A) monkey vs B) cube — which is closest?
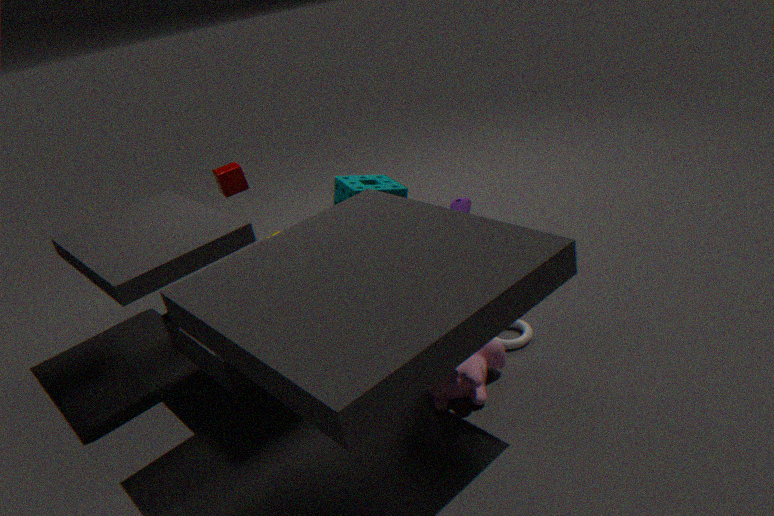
A. monkey
